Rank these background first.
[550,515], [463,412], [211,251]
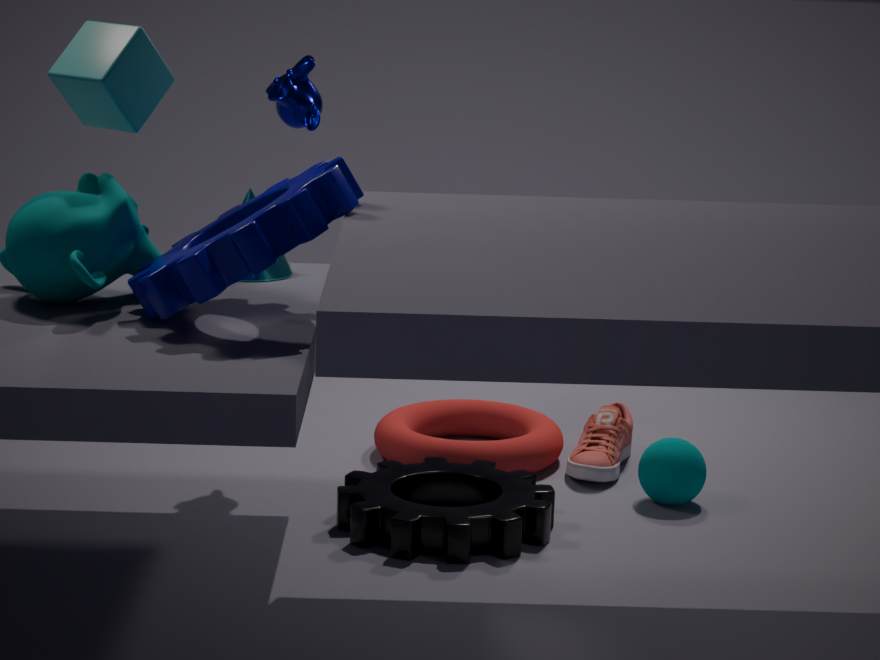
[463,412] < [550,515] < [211,251]
